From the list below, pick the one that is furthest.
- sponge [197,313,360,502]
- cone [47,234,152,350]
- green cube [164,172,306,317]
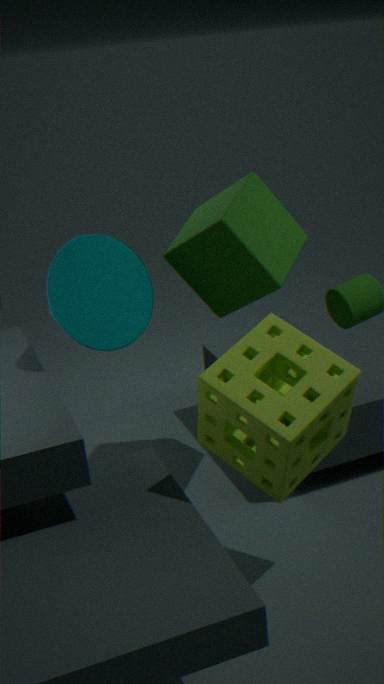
green cube [164,172,306,317]
